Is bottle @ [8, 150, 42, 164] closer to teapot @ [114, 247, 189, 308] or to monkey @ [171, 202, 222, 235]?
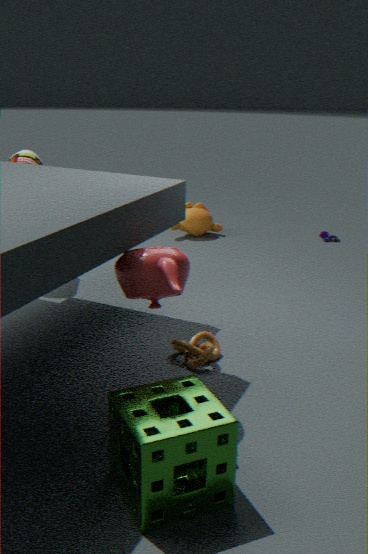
monkey @ [171, 202, 222, 235]
